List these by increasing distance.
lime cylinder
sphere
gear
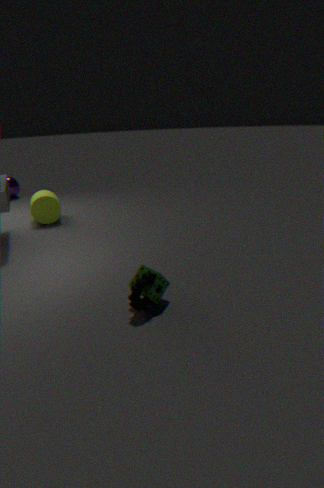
gear, lime cylinder, sphere
